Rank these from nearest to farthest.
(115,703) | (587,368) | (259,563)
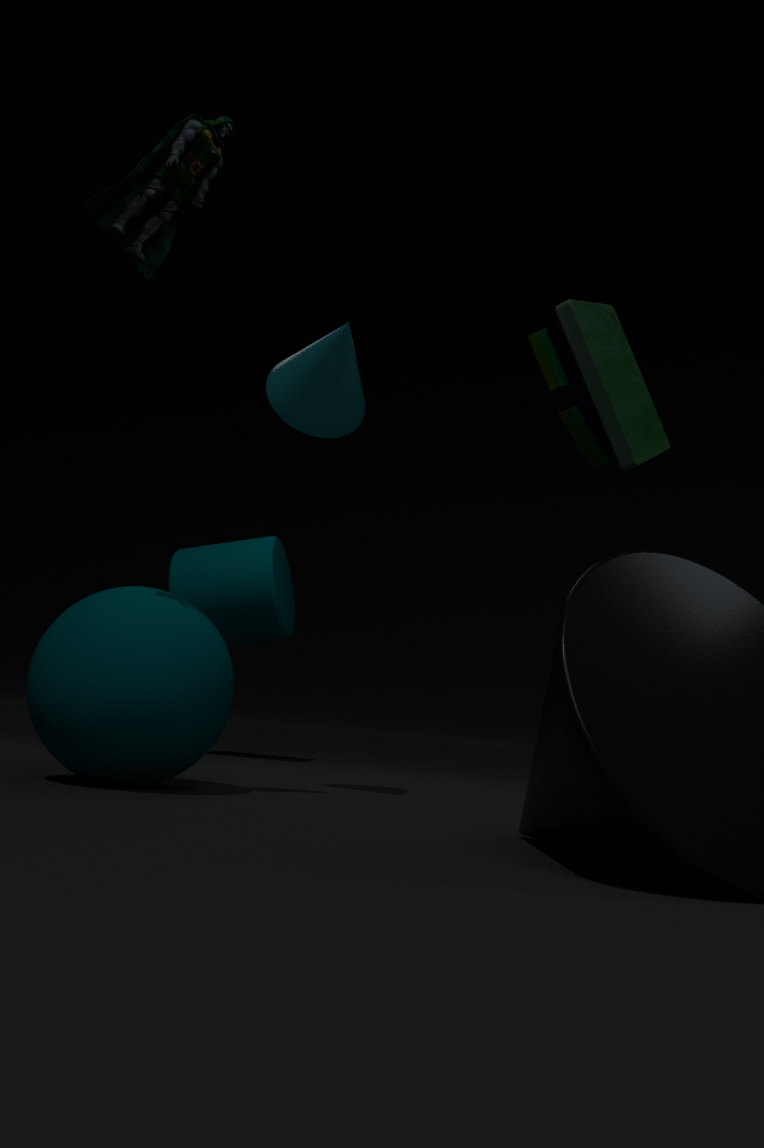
(115,703), (587,368), (259,563)
